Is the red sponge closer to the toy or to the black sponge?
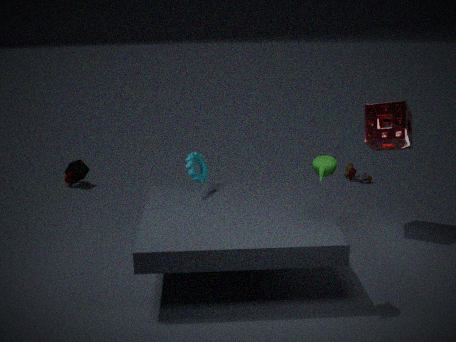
the toy
